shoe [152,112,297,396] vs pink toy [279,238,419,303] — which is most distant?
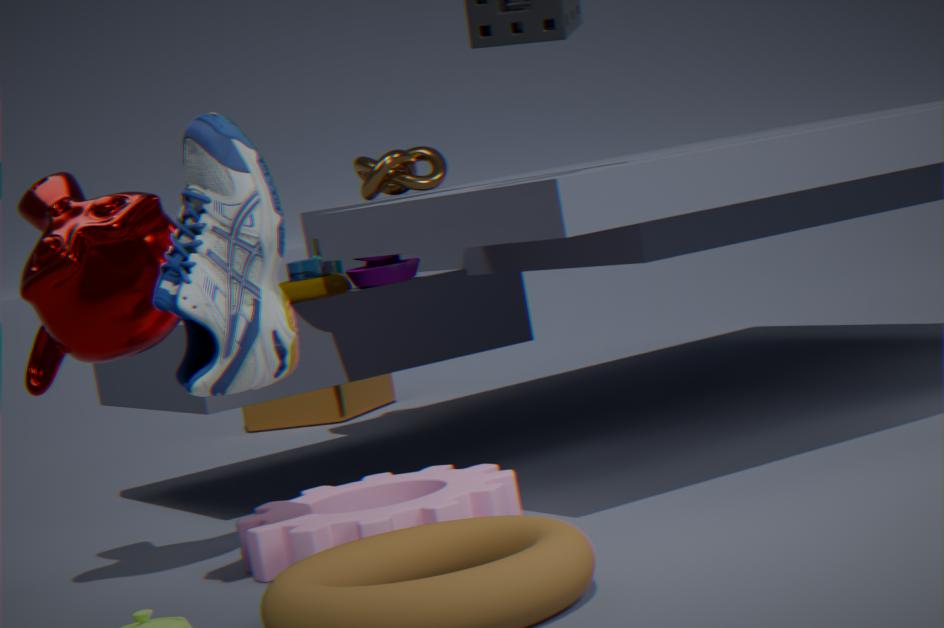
pink toy [279,238,419,303]
